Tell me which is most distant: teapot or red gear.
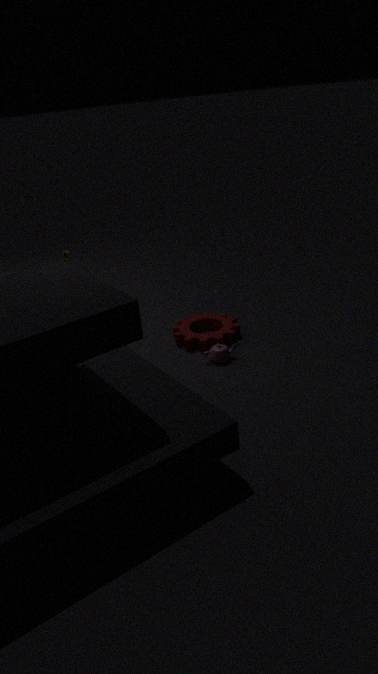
red gear
